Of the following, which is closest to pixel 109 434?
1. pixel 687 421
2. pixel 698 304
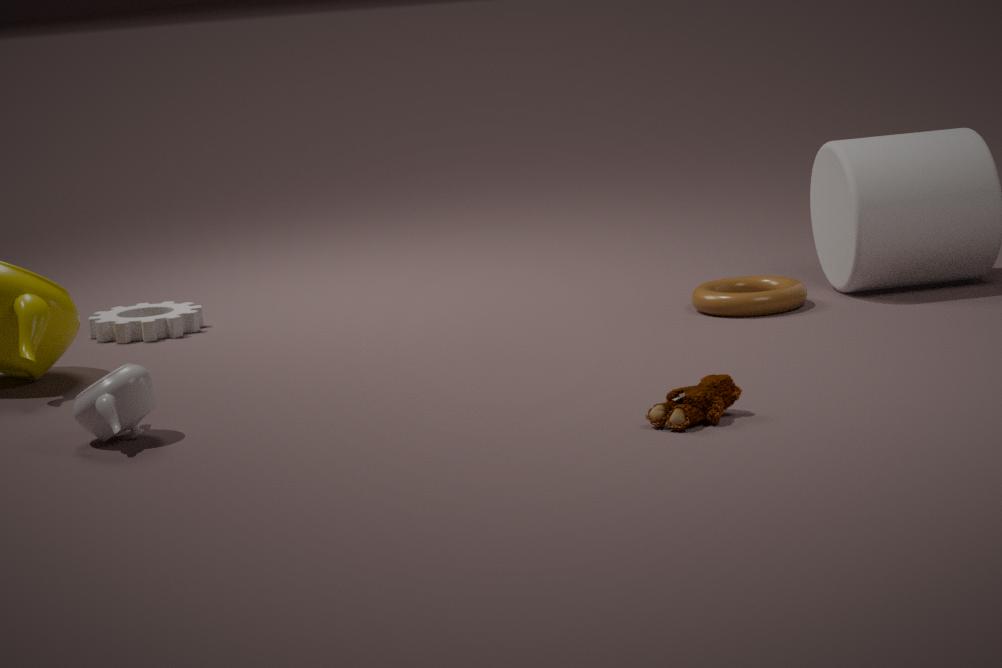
pixel 687 421
